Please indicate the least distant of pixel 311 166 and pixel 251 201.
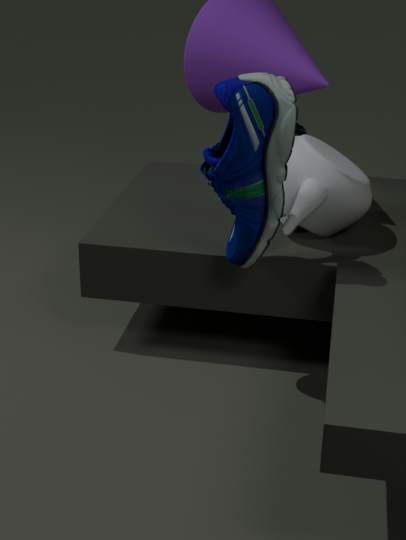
pixel 251 201
